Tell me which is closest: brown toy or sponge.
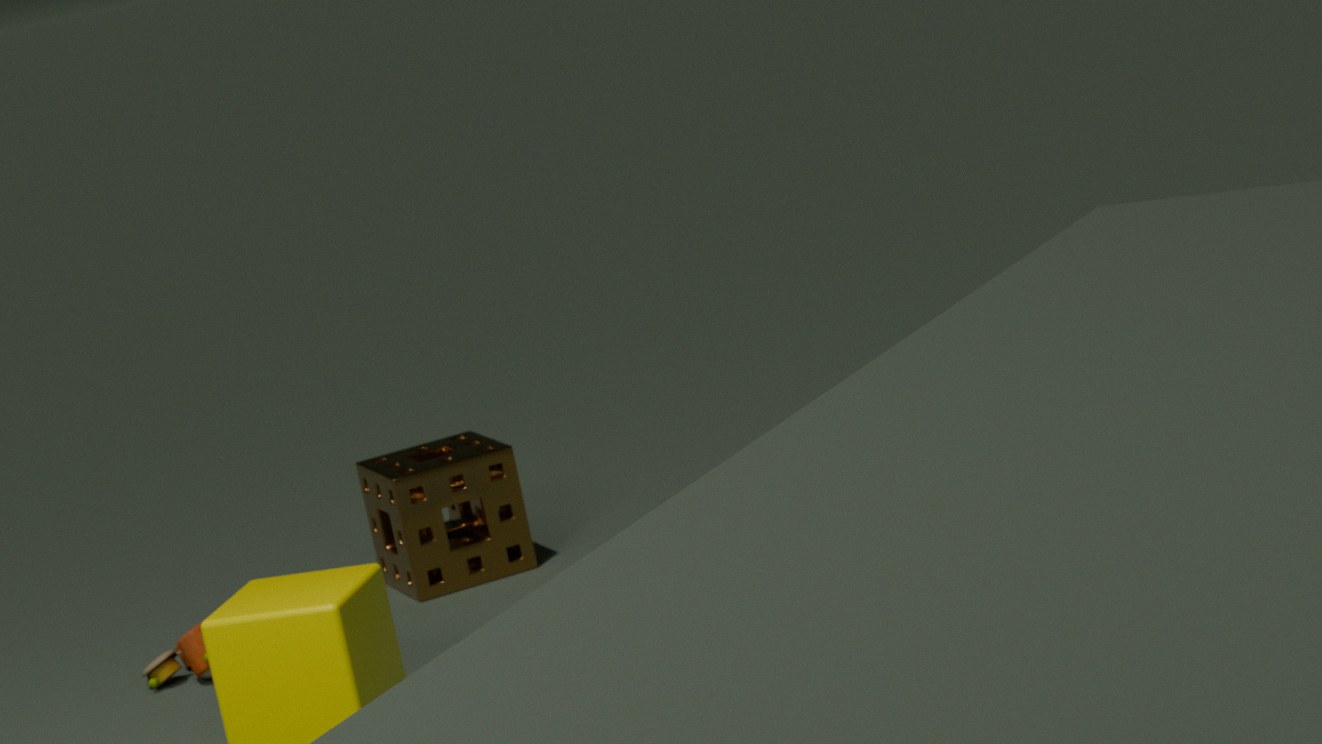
brown toy
